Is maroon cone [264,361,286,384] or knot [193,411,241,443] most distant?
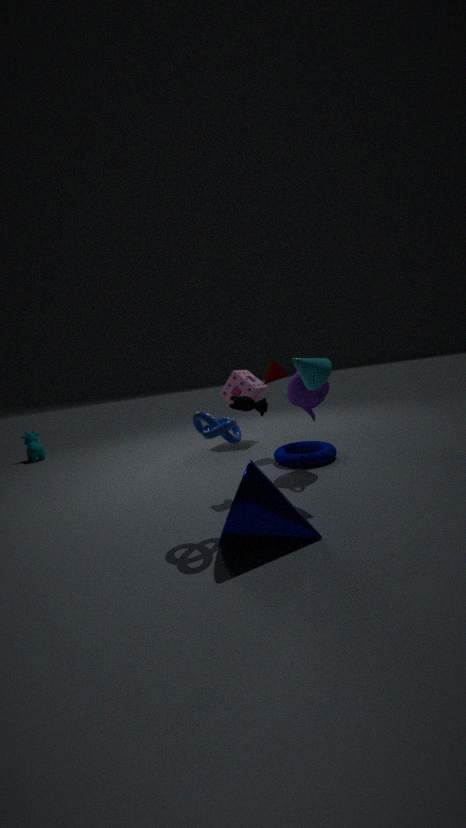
maroon cone [264,361,286,384]
